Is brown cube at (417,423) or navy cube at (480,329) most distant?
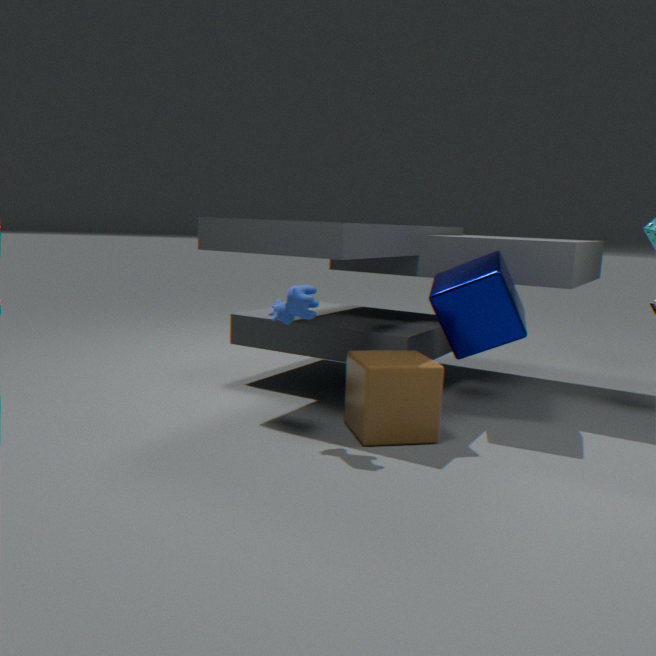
navy cube at (480,329)
